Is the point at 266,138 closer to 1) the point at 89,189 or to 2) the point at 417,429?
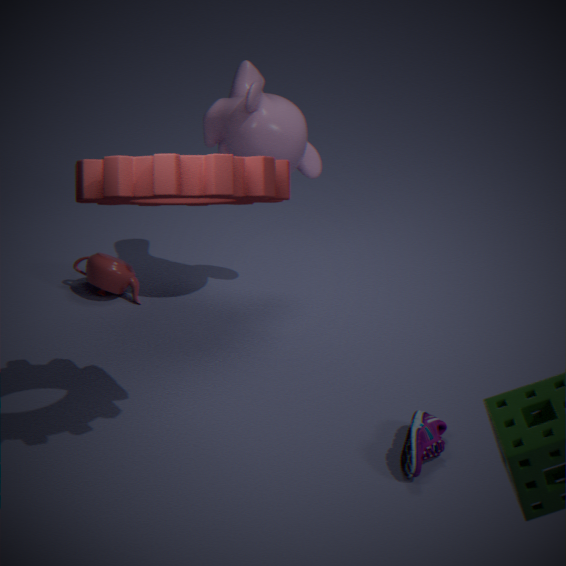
1) the point at 89,189
